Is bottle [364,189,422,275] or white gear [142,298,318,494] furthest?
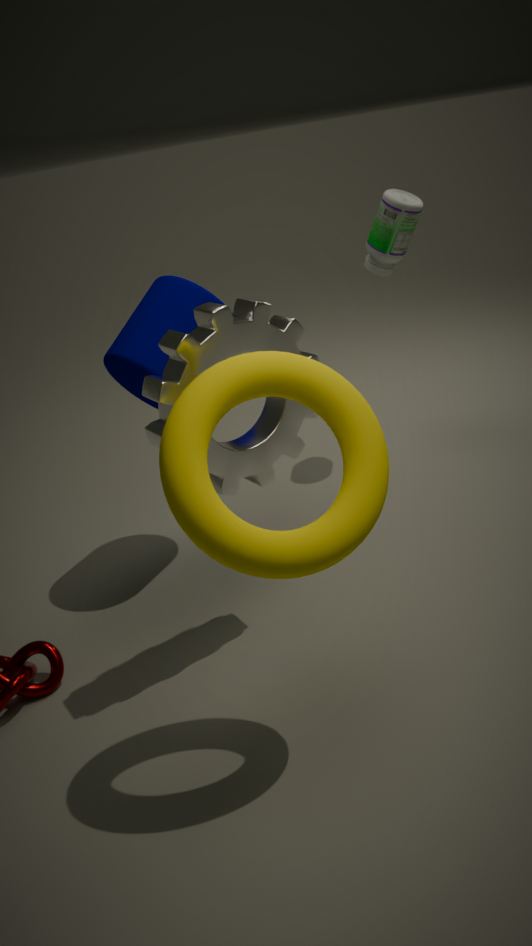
bottle [364,189,422,275]
